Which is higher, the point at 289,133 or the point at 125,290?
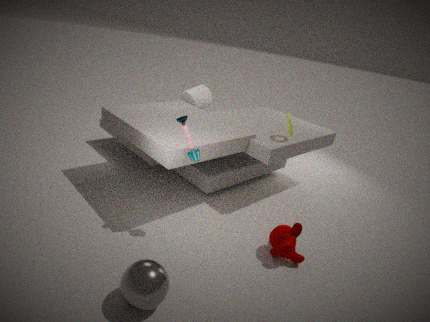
the point at 289,133
